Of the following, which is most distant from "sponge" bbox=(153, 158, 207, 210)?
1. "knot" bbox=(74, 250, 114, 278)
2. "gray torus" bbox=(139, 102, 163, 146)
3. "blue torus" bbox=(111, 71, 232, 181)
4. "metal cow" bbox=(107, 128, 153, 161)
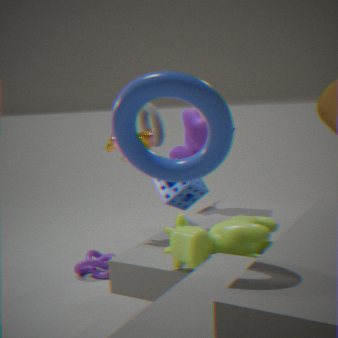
"blue torus" bbox=(111, 71, 232, 181)
